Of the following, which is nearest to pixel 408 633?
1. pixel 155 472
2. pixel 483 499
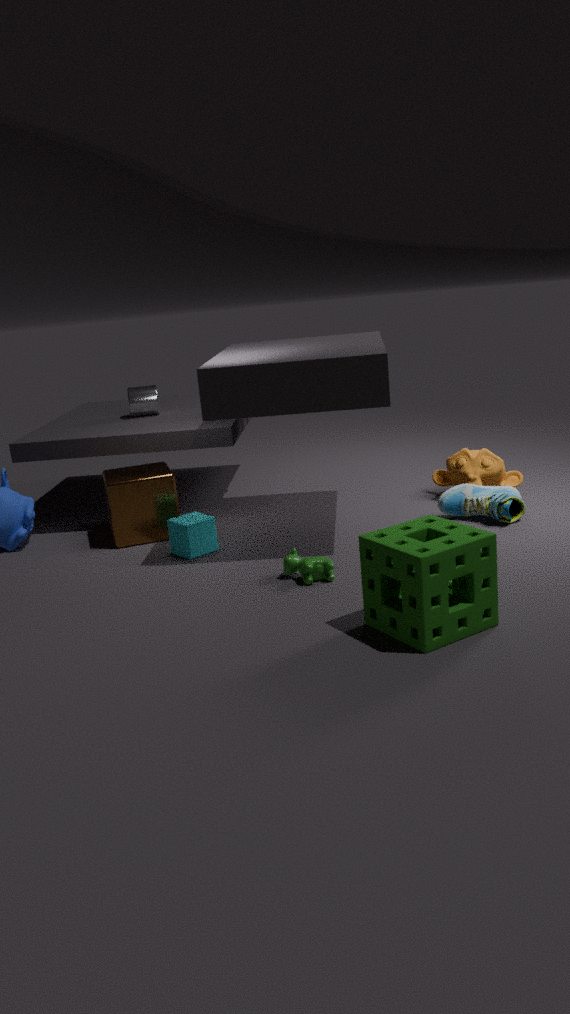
pixel 483 499
